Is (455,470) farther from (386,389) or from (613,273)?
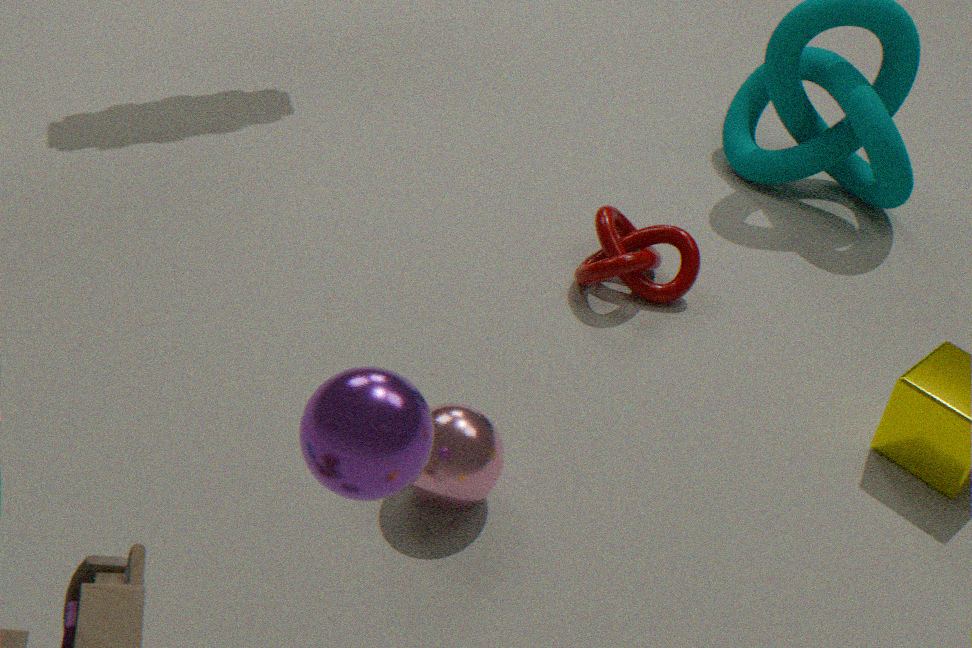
(613,273)
